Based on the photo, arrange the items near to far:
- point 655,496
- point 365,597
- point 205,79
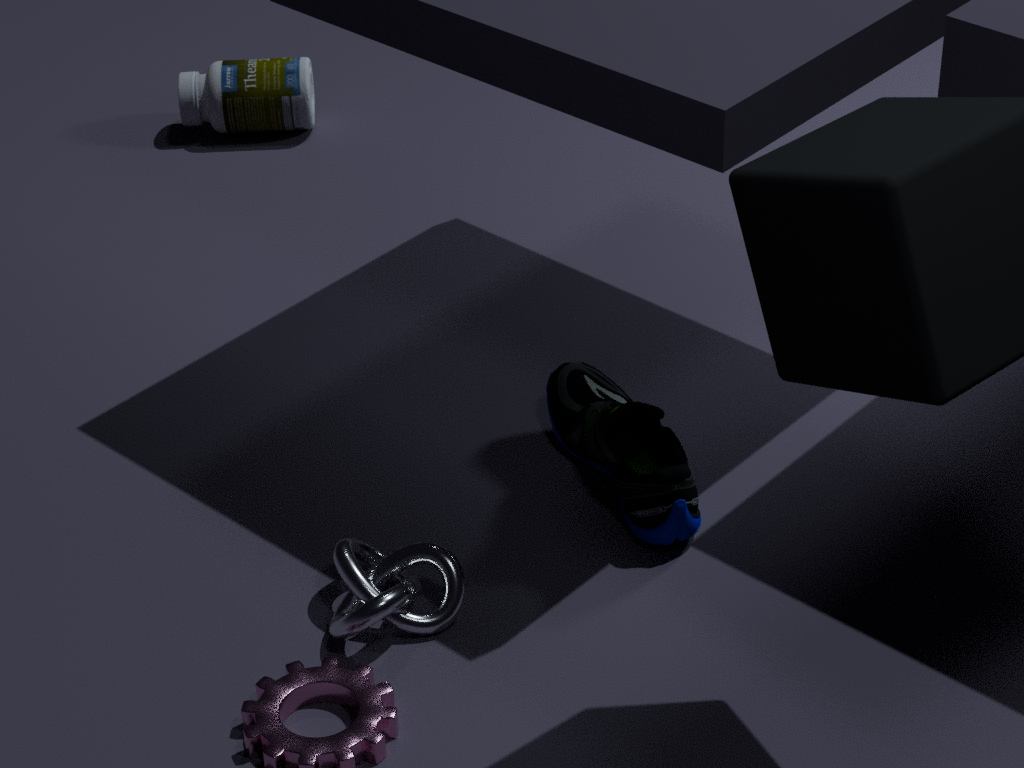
point 365,597 < point 655,496 < point 205,79
